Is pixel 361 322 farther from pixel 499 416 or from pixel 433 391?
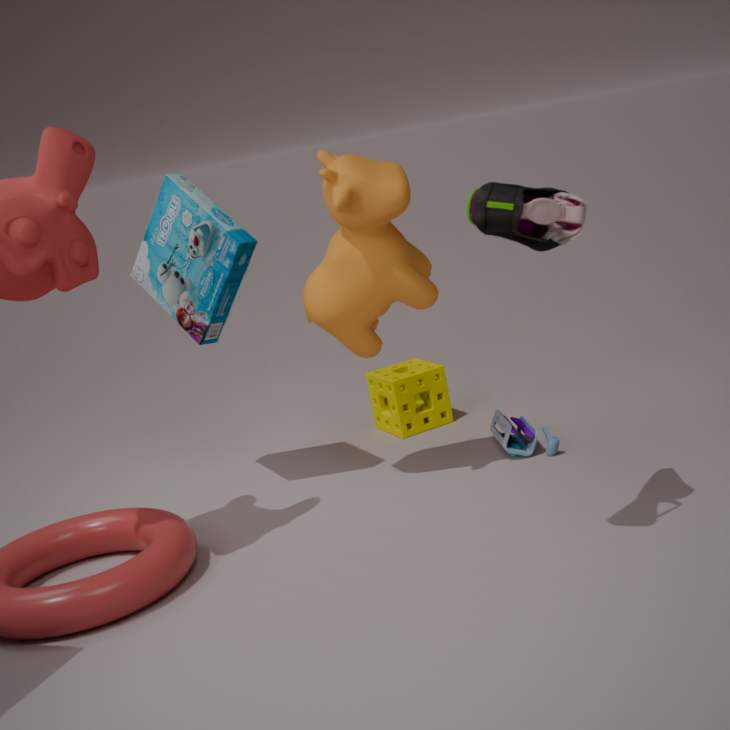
pixel 433 391
